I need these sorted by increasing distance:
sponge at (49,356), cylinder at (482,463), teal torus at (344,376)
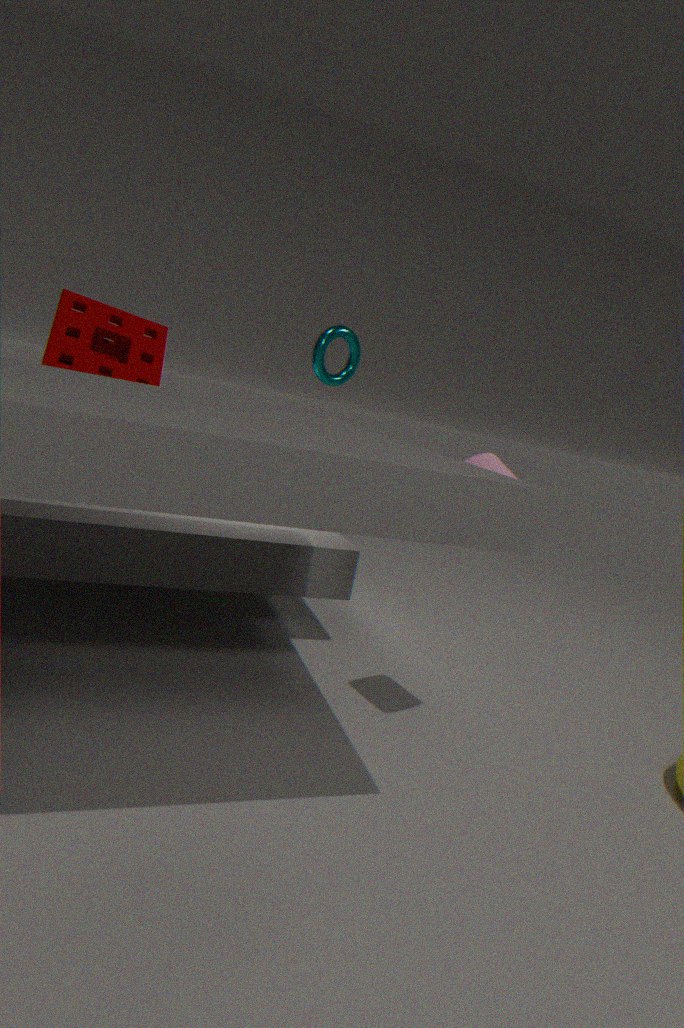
cylinder at (482,463) < sponge at (49,356) < teal torus at (344,376)
